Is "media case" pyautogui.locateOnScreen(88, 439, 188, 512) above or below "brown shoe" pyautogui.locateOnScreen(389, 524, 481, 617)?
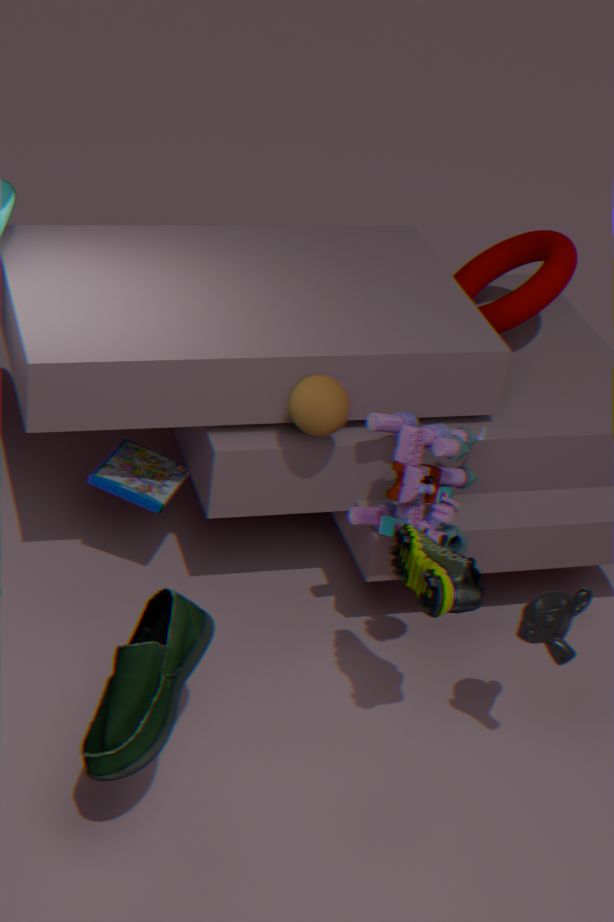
below
